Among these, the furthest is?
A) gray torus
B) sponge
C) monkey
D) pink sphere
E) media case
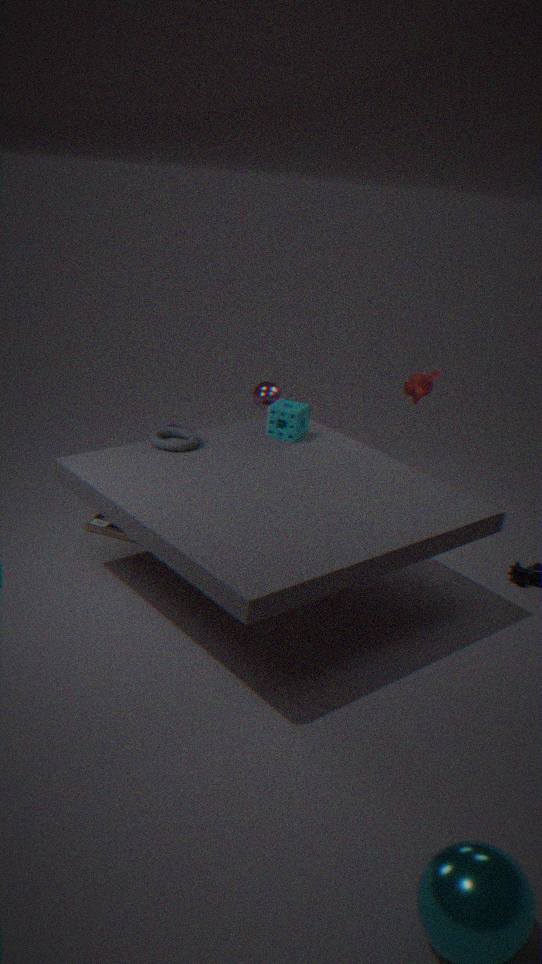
pink sphere
